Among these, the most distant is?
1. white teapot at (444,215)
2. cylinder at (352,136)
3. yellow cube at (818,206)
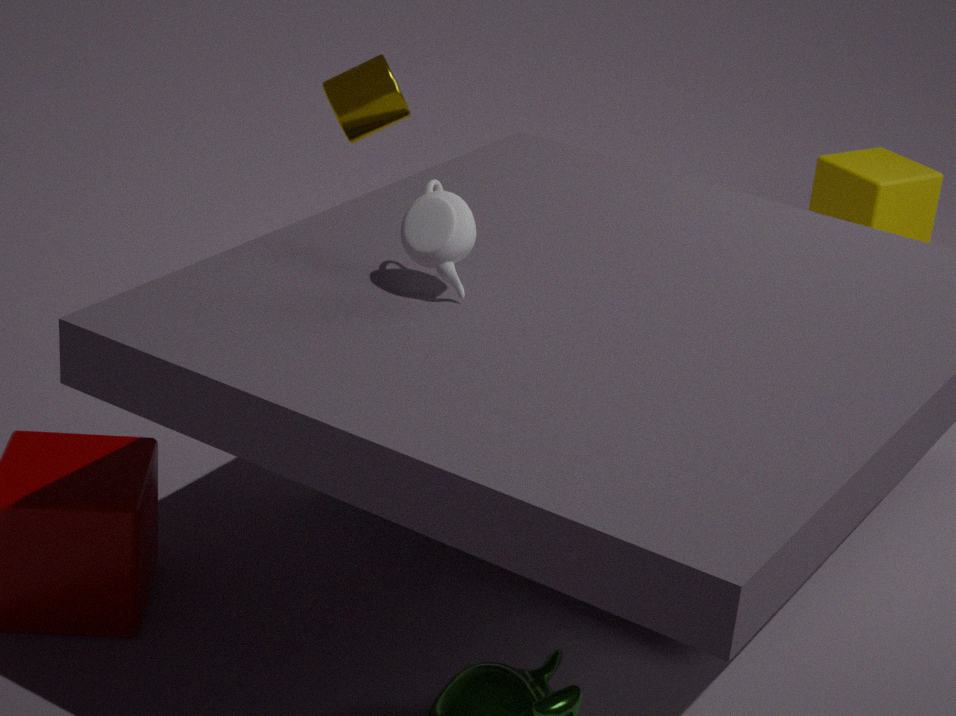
yellow cube at (818,206)
